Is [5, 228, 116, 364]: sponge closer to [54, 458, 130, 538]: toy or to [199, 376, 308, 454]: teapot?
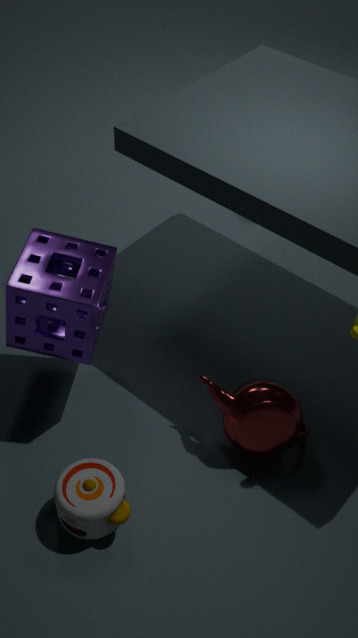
[54, 458, 130, 538]: toy
